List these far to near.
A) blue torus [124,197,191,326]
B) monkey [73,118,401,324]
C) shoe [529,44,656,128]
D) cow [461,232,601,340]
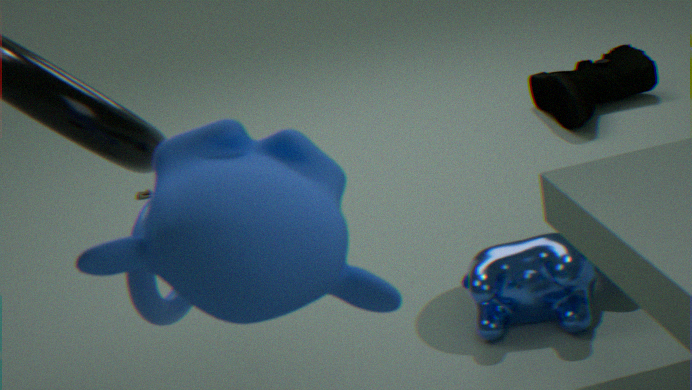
shoe [529,44,656,128] < cow [461,232,601,340] < blue torus [124,197,191,326] < monkey [73,118,401,324]
